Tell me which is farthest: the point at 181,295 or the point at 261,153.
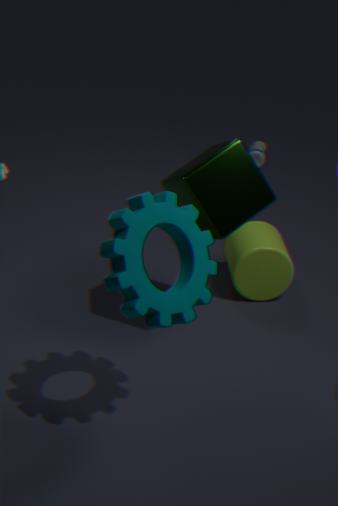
the point at 261,153
